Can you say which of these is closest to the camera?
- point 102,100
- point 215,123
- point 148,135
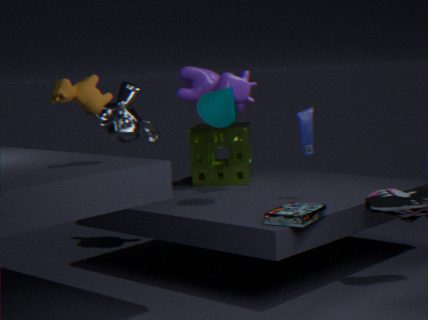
point 102,100
